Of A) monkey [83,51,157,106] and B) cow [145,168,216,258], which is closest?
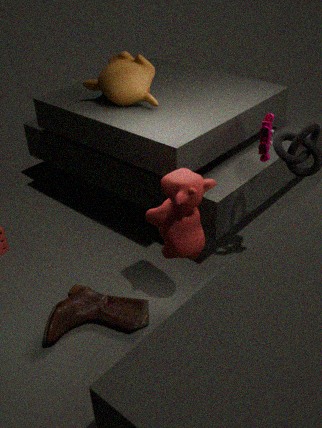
B. cow [145,168,216,258]
